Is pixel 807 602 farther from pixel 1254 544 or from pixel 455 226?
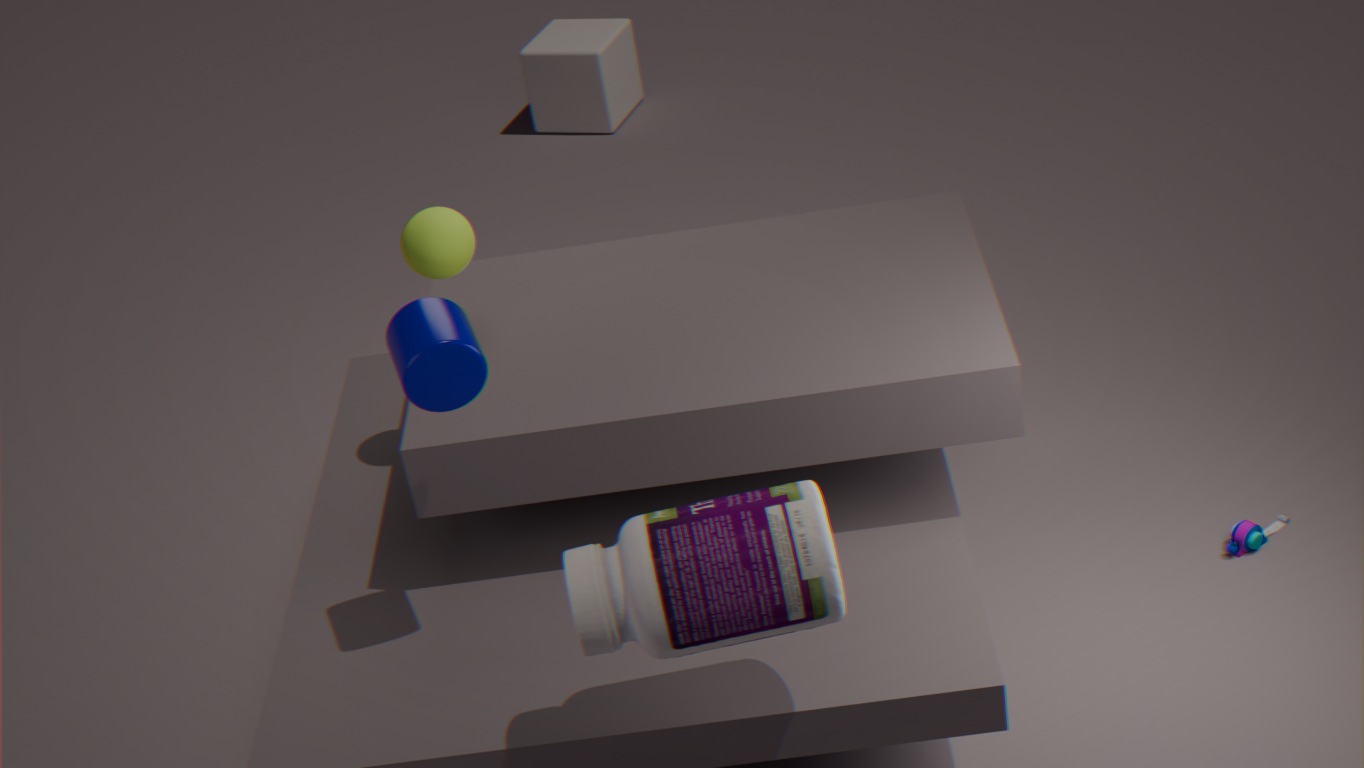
pixel 1254 544
